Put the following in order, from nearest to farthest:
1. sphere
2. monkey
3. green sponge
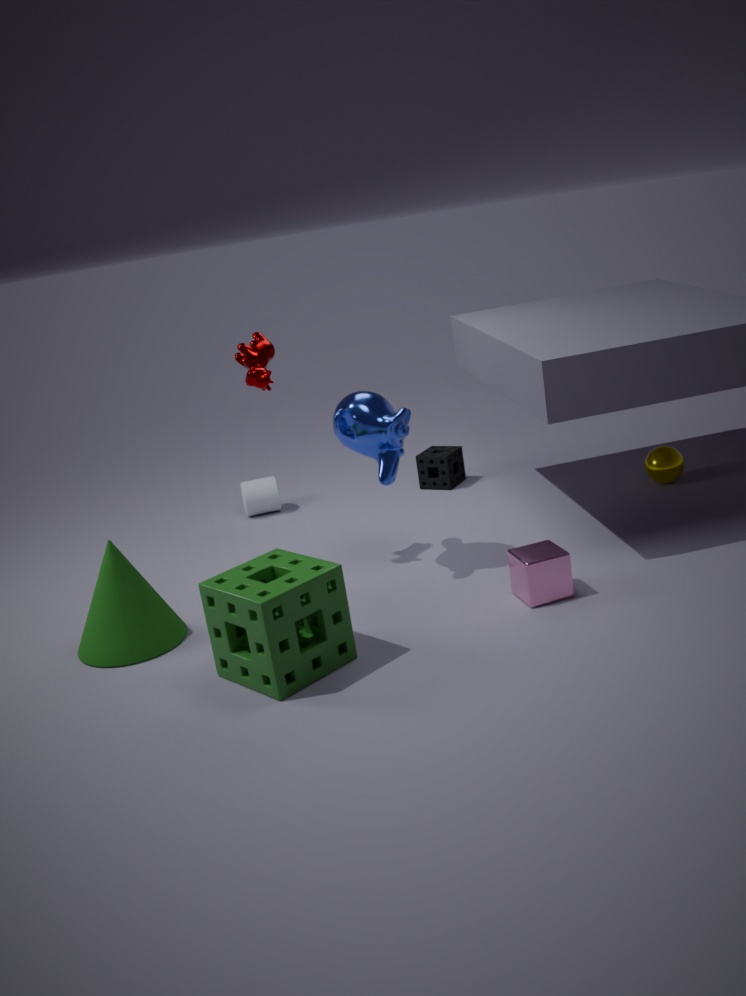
green sponge → monkey → sphere
